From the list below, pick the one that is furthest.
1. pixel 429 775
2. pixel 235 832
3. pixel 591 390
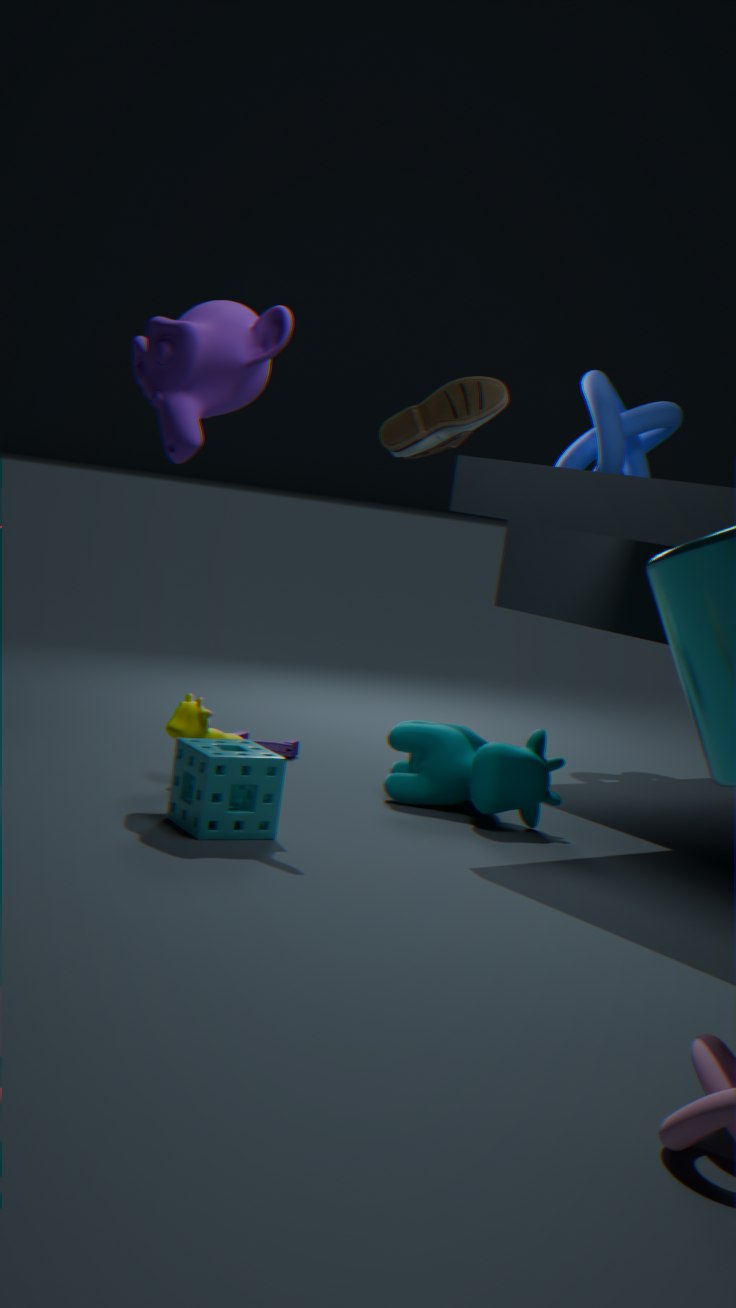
pixel 591 390
